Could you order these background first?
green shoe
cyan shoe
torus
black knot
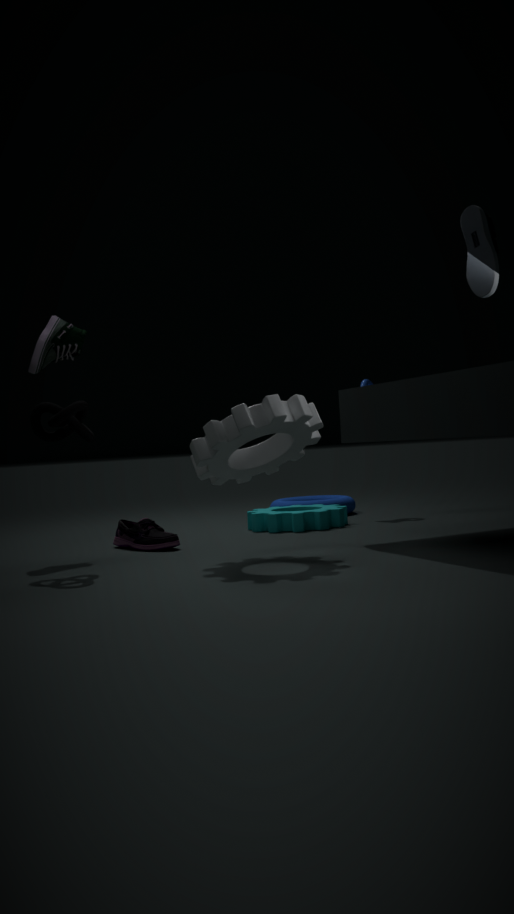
torus < green shoe < black knot < cyan shoe
